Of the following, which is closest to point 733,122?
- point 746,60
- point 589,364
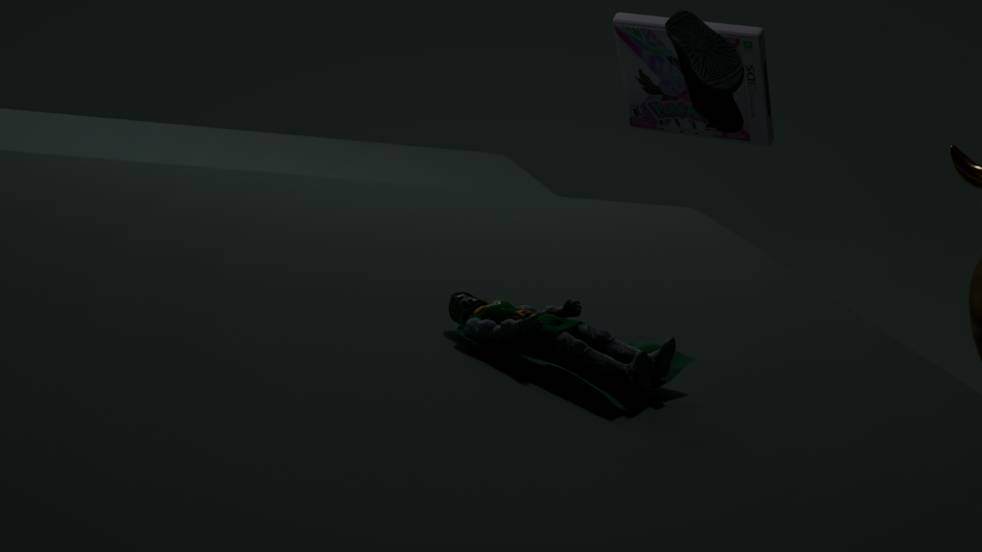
point 746,60
